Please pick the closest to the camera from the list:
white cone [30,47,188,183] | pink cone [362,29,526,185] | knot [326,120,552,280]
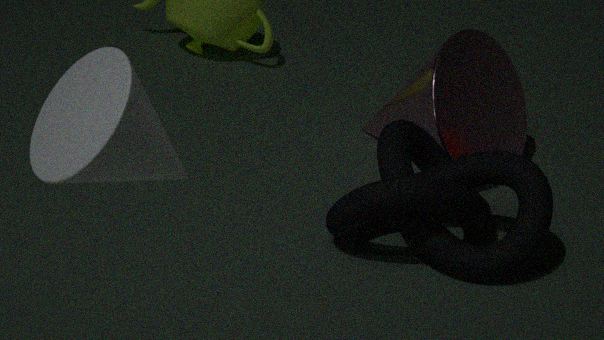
white cone [30,47,188,183]
